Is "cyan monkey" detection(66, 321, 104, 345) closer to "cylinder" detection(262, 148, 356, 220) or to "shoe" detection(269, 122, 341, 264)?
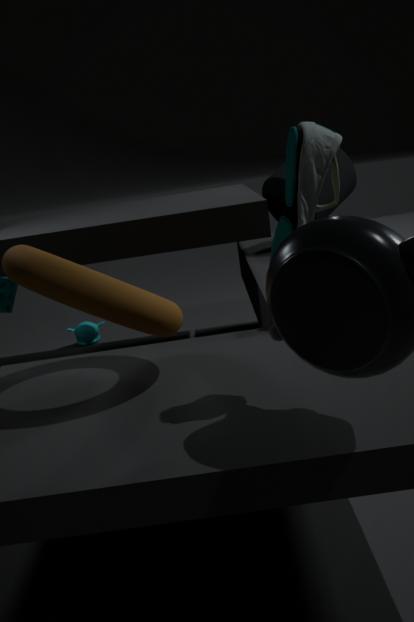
"cylinder" detection(262, 148, 356, 220)
